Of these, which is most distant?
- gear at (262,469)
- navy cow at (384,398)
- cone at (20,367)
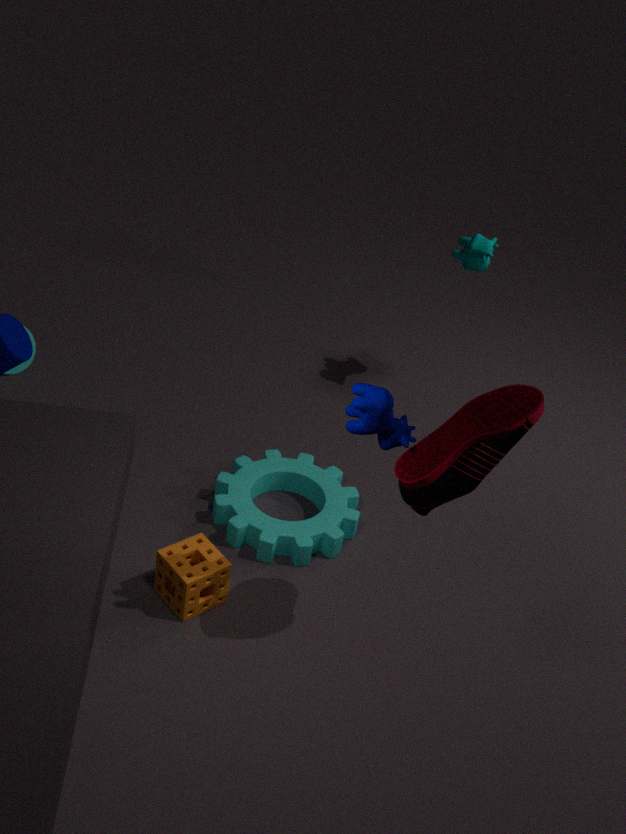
cone at (20,367)
